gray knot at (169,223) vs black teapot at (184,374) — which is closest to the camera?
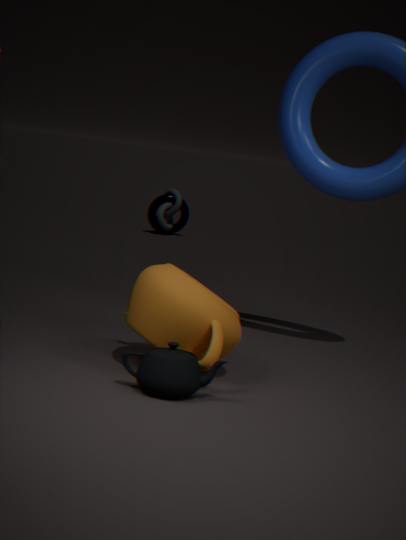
black teapot at (184,374)
